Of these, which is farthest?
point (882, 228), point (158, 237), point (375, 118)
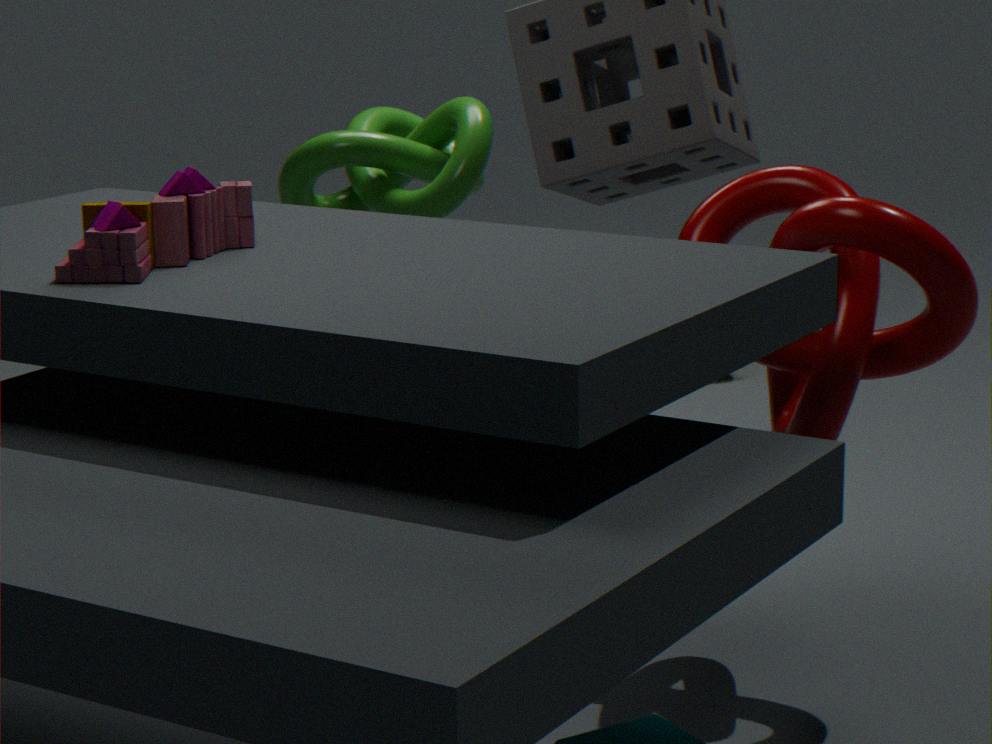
point (375, 118)
